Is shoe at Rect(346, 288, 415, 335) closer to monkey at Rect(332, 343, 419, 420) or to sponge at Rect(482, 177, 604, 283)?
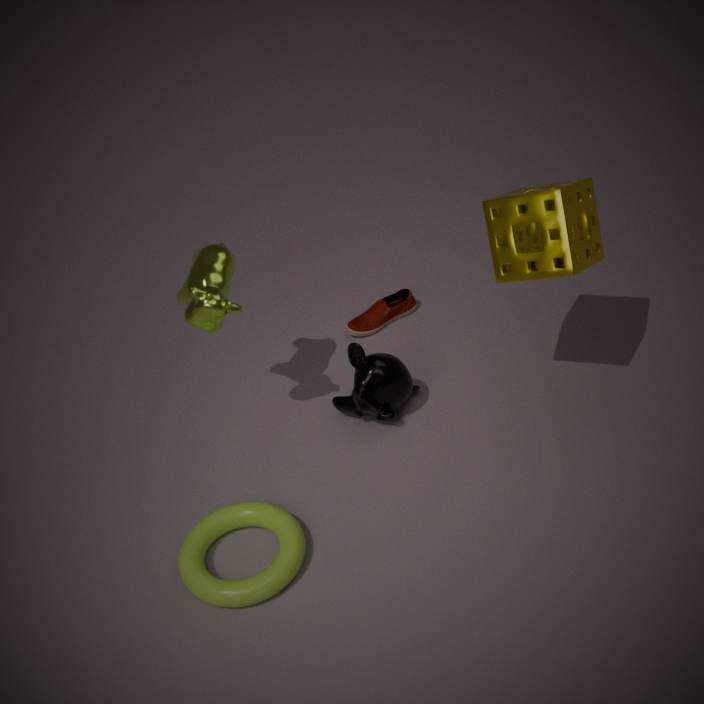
monkey at Rect(332, 343, 419, 420)
